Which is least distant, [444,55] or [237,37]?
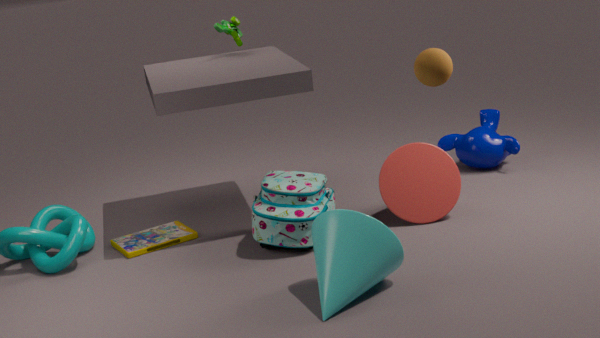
[444,55]
